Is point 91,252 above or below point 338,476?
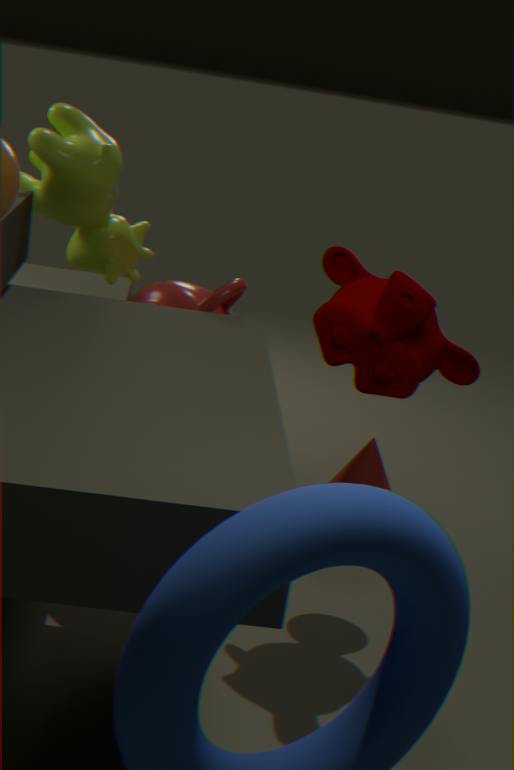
above
